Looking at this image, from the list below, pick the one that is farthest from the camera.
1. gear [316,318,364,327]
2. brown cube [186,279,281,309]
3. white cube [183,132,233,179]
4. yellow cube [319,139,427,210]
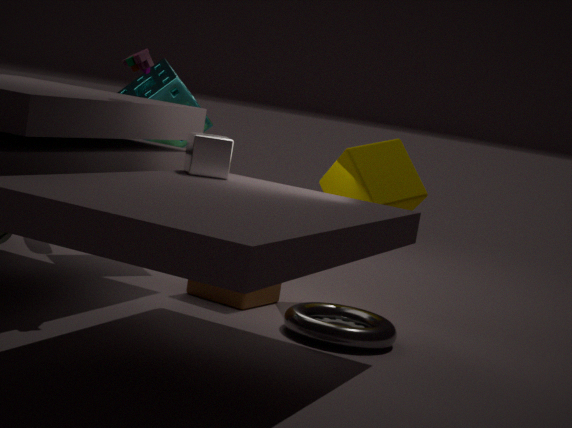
yellow cube [319,139,427,210]
